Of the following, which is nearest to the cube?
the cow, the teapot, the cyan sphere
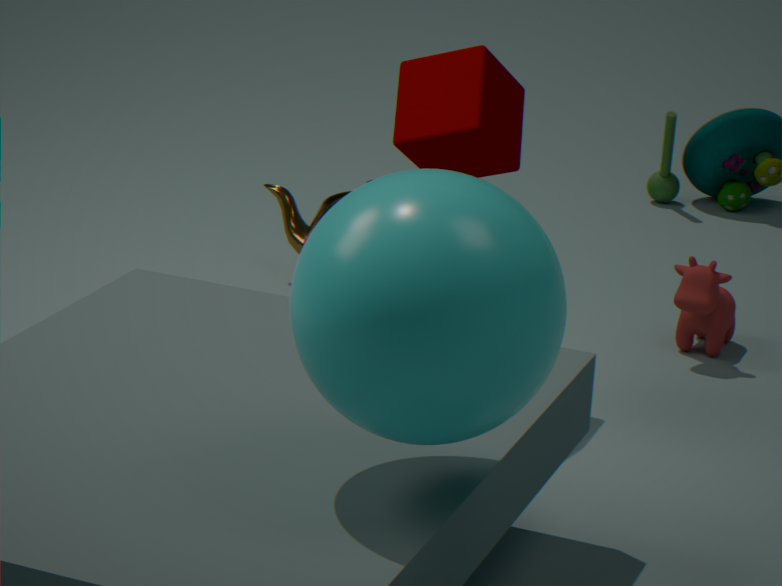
the teapot
